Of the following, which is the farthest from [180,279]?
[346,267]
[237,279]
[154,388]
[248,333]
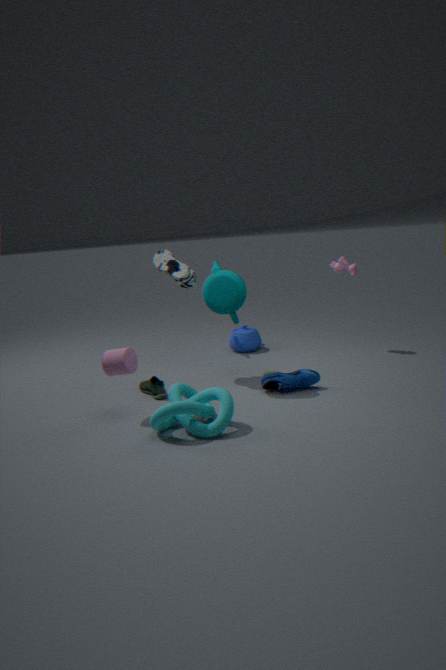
[346,267]
